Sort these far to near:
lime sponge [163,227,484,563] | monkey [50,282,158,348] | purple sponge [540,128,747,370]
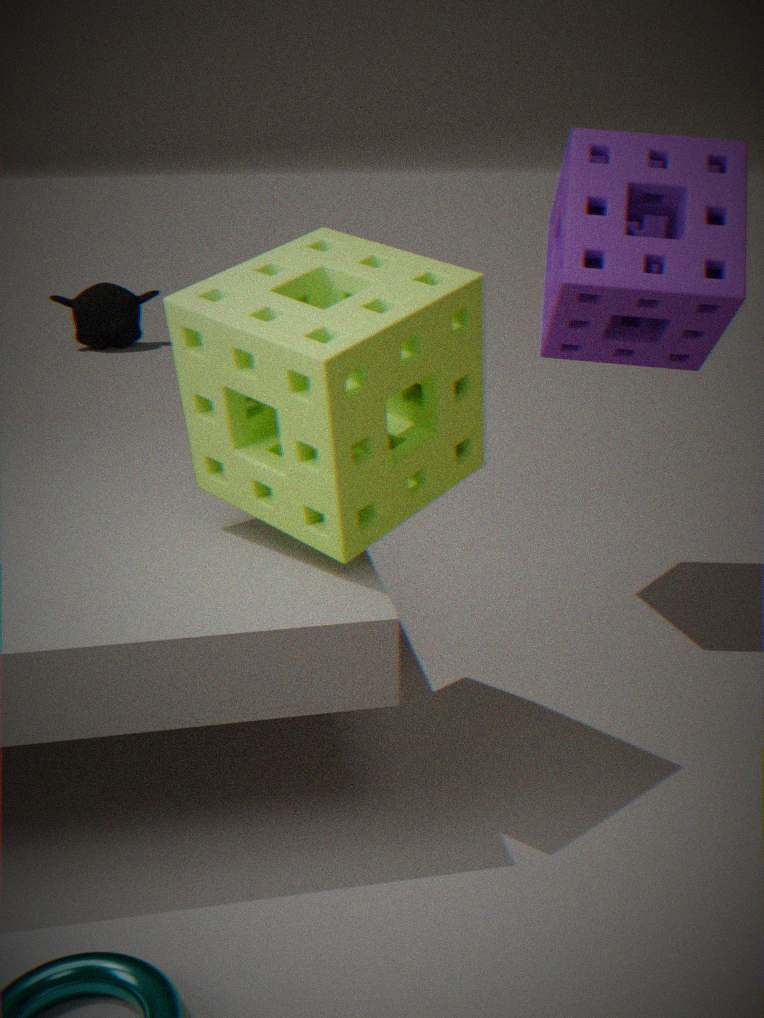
monkey [50,282,158,348] < purple sponge [540,128,747,370] < lime sponge [163,227,484,563]
